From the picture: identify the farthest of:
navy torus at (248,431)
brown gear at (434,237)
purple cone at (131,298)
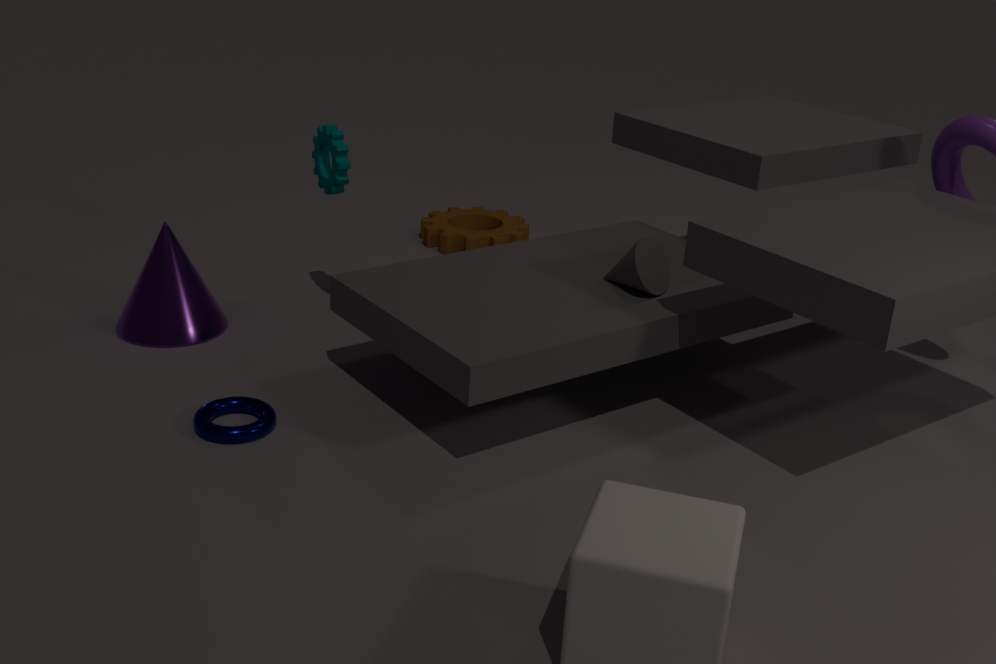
brown gear at (434,237)
